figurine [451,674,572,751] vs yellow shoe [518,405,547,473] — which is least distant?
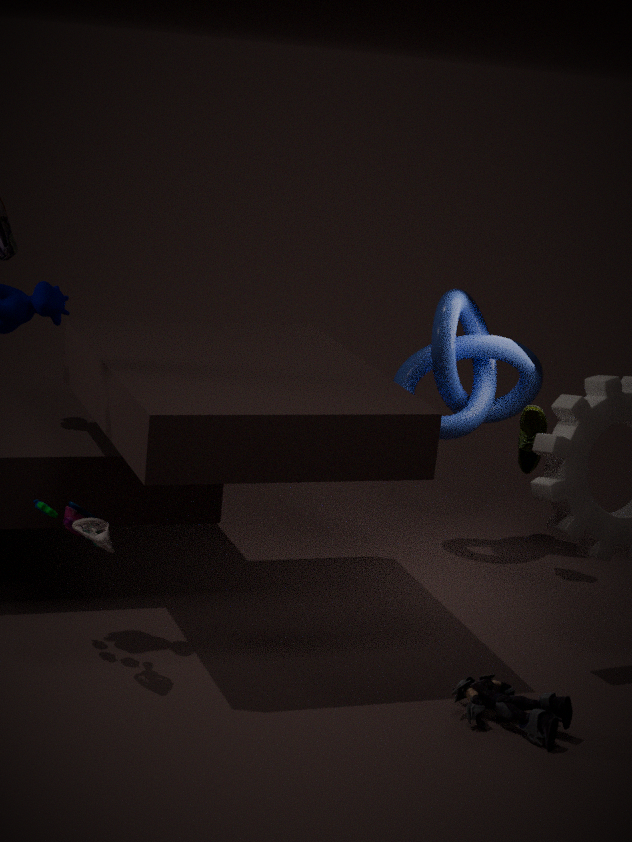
figurine [451,674,572,751]
